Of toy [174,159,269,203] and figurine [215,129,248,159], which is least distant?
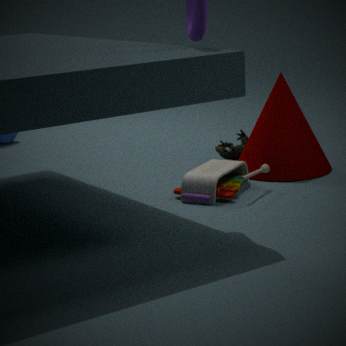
toy [174,159,269,203]
